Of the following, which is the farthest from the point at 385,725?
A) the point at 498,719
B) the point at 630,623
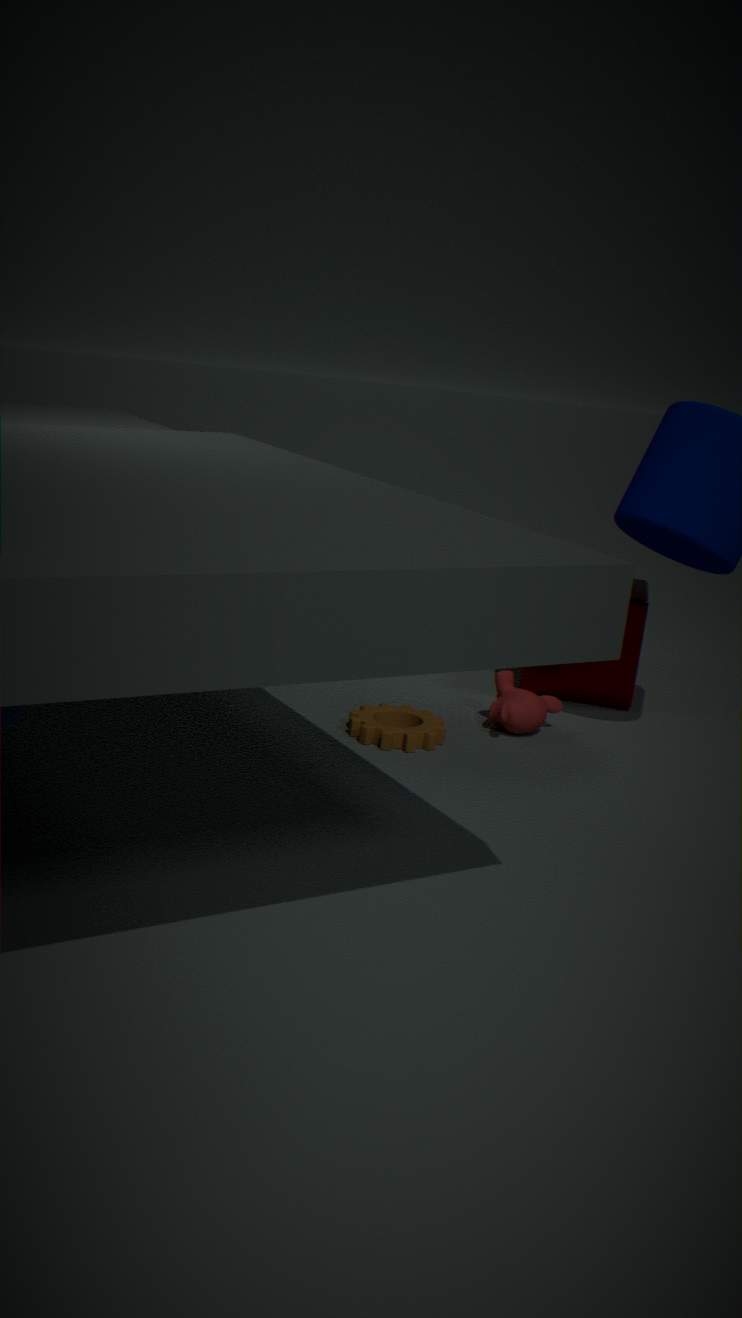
the point at 630,623
